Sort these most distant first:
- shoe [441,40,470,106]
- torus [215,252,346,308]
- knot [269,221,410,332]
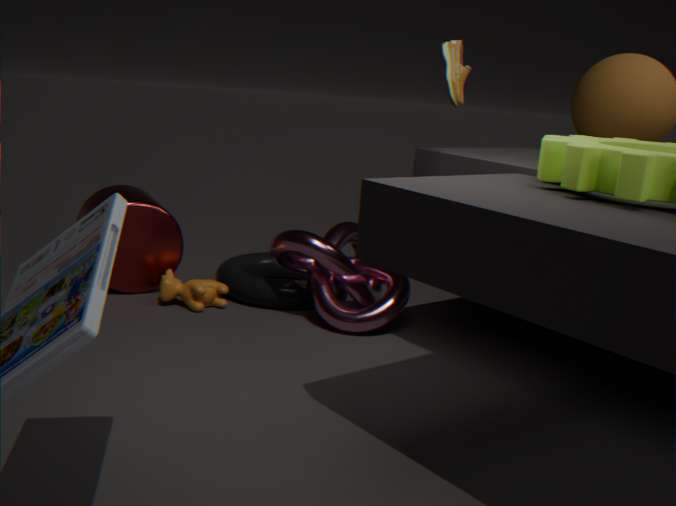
torus [215,252,346,308] → knot [269,221,410,332] → shoe [441,40,470,106]
